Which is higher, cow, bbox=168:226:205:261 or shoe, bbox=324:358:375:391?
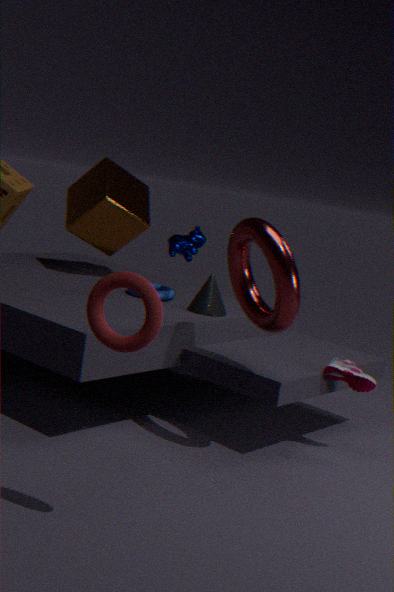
cow, bbox=168:226:205:261
